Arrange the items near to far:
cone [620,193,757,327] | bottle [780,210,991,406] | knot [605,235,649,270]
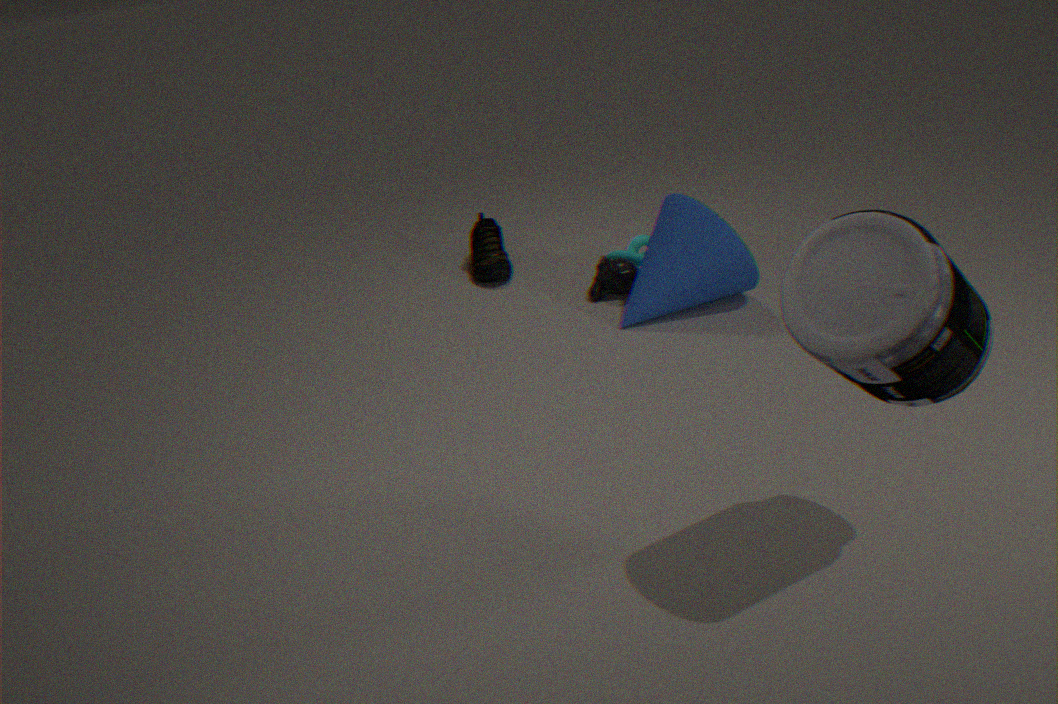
1. bottle [780,210,991,406]
2. cone [620,193,757,327]
3. knot [605,235,649,270]
